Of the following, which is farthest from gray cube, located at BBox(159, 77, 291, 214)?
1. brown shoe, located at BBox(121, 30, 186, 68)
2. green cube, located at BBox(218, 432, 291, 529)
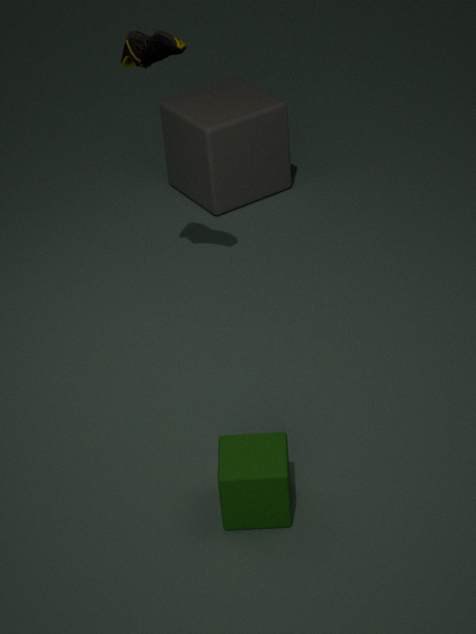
green cube, located at BBox(218, 432, 291, 529)
